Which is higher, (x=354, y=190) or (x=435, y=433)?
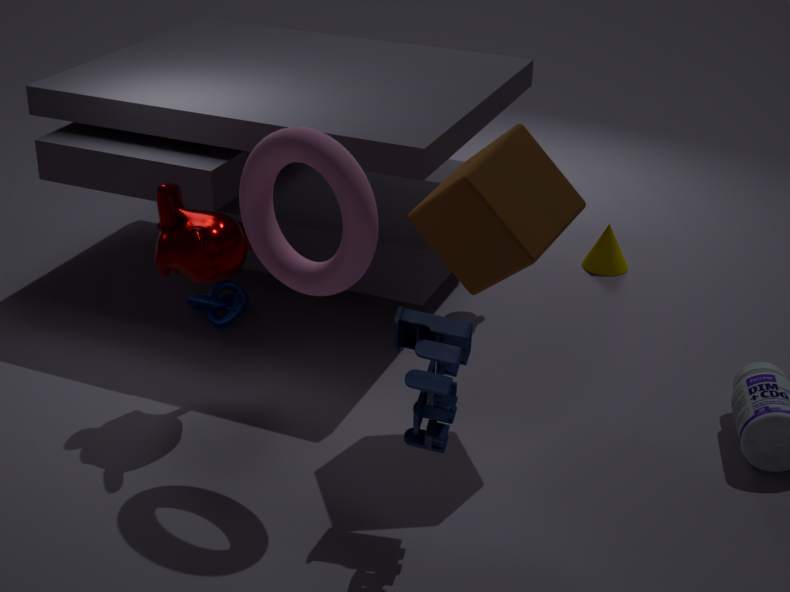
(x=354, y=190)
